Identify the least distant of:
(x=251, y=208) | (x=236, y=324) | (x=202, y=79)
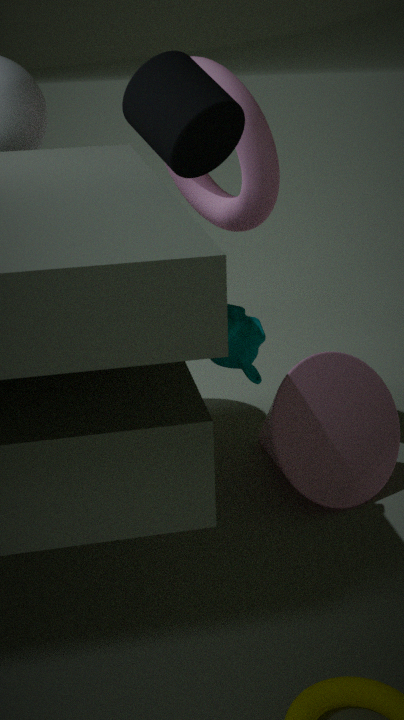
(x=202, y=79)
